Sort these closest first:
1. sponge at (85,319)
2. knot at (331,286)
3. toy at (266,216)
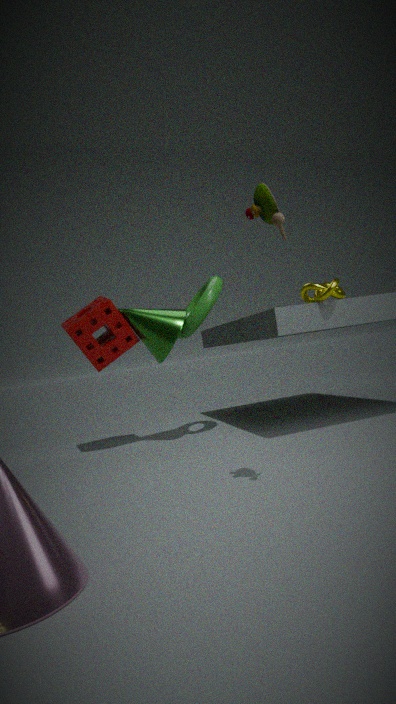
toy at (266,216) < knot at (331,286) < sponge at (85,319)
